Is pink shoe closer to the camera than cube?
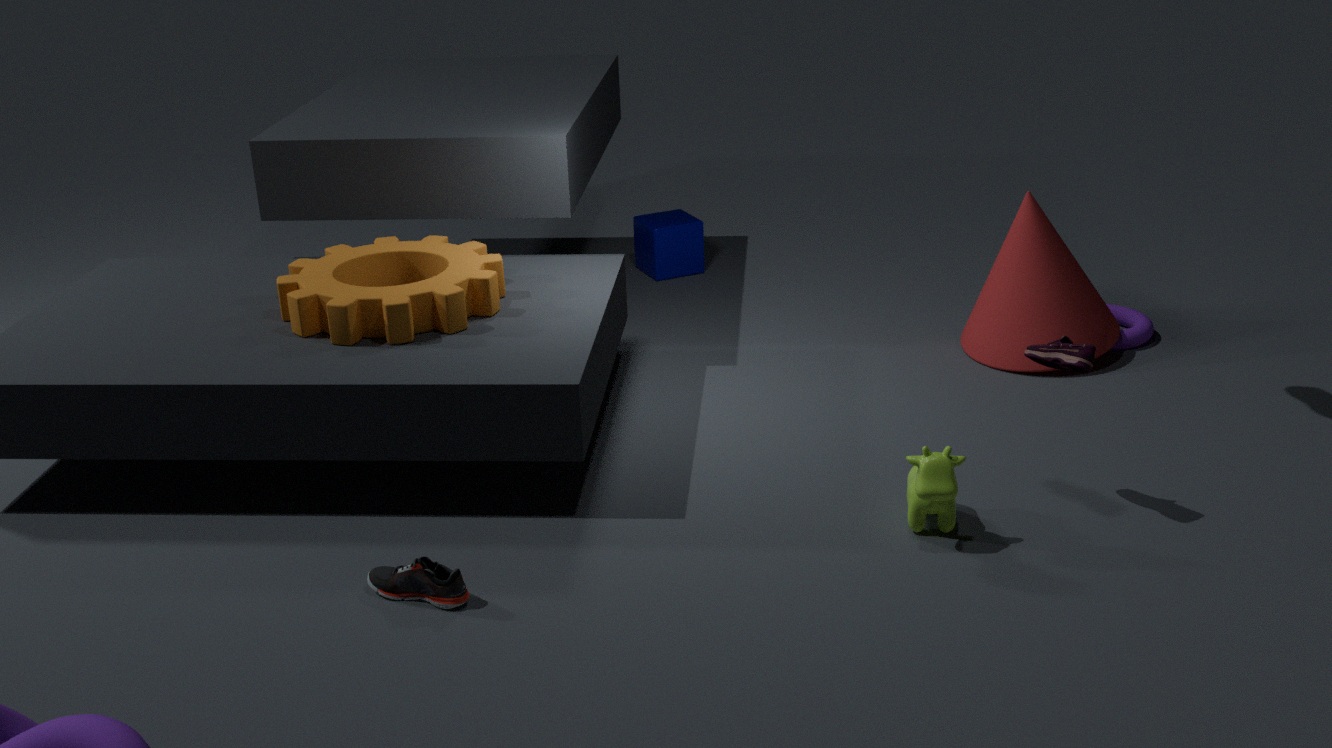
Yes
